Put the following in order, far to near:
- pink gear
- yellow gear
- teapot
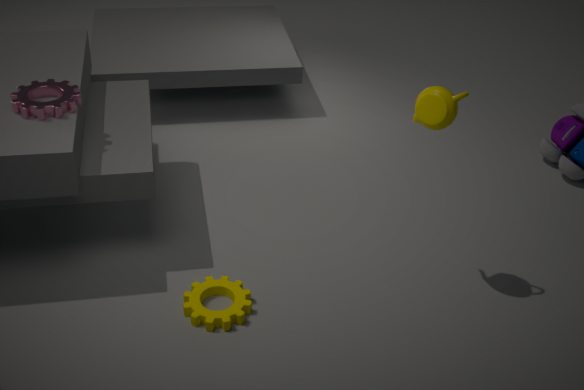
pink gear
yellow gear
teapot
